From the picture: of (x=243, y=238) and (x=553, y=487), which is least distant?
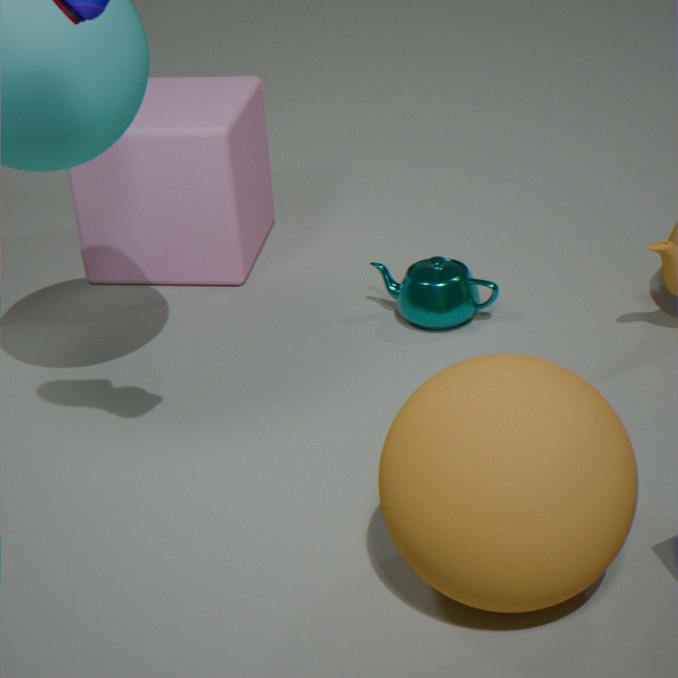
(x=553, y=487)
